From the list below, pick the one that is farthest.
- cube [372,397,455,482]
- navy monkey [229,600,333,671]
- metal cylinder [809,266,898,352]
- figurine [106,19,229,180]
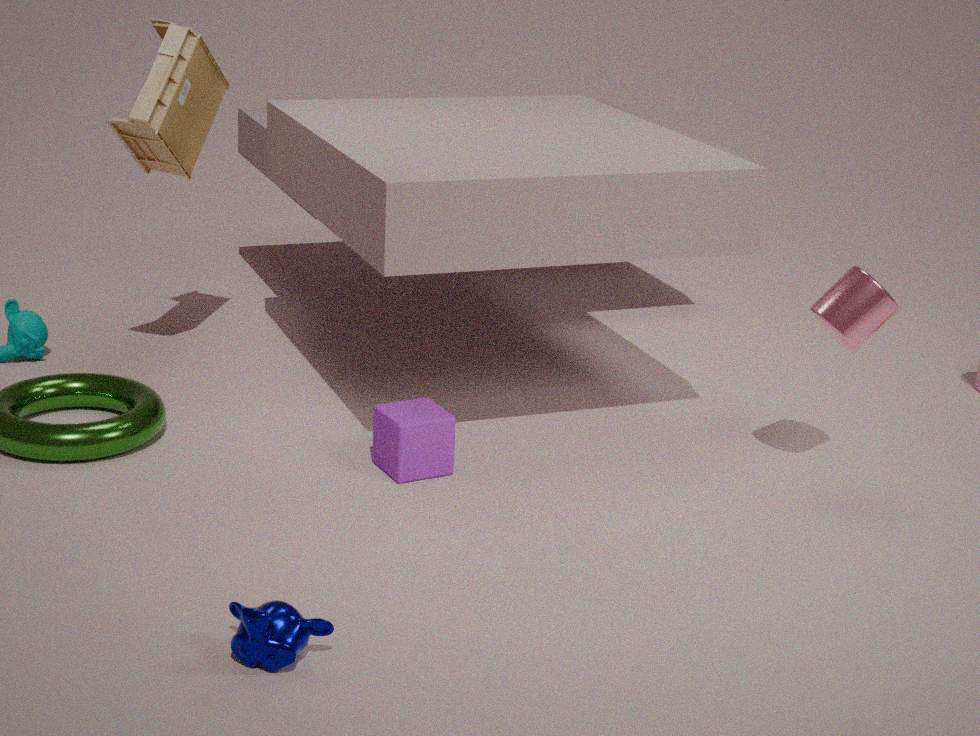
figurine [106,19,229,180]
